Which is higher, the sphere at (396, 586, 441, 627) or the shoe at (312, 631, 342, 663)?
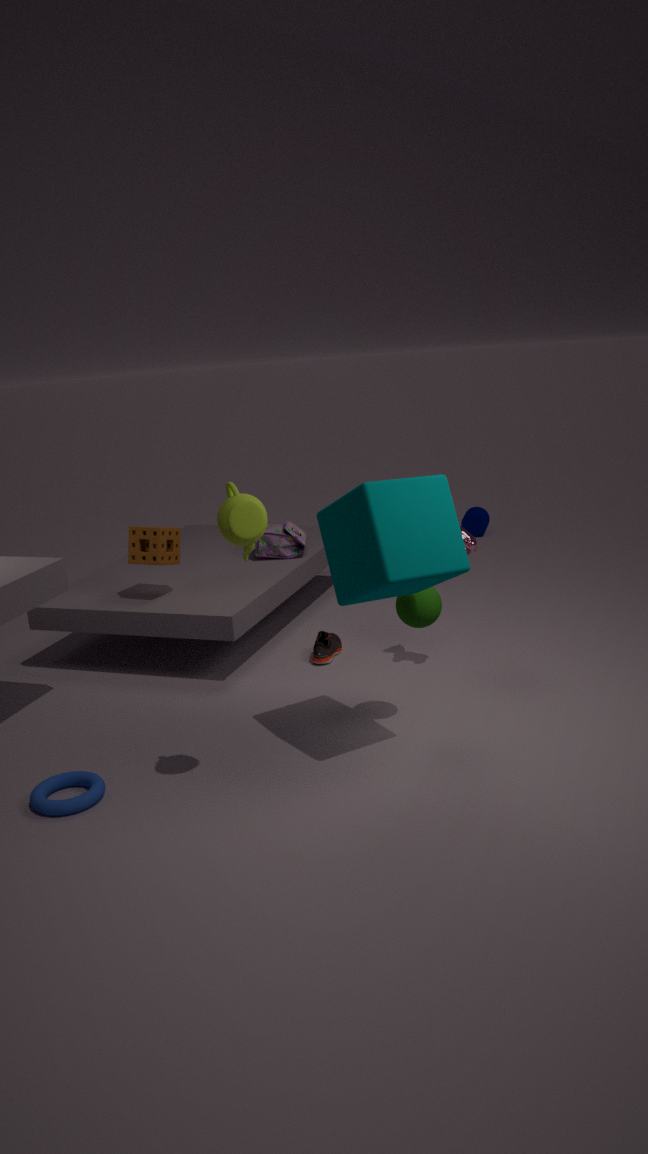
the sphere at (396, 586, 441, 627)
